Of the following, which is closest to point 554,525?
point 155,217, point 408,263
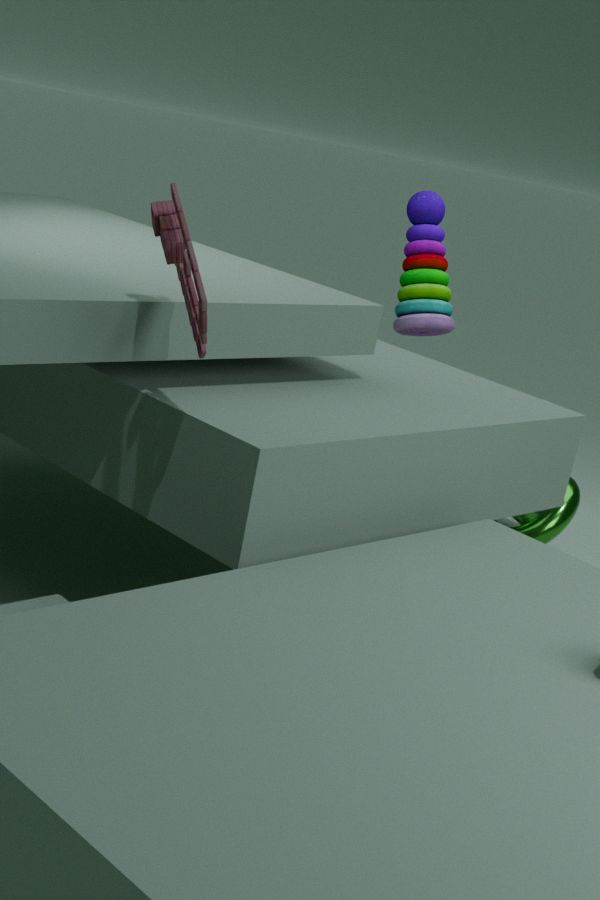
point 408,263
